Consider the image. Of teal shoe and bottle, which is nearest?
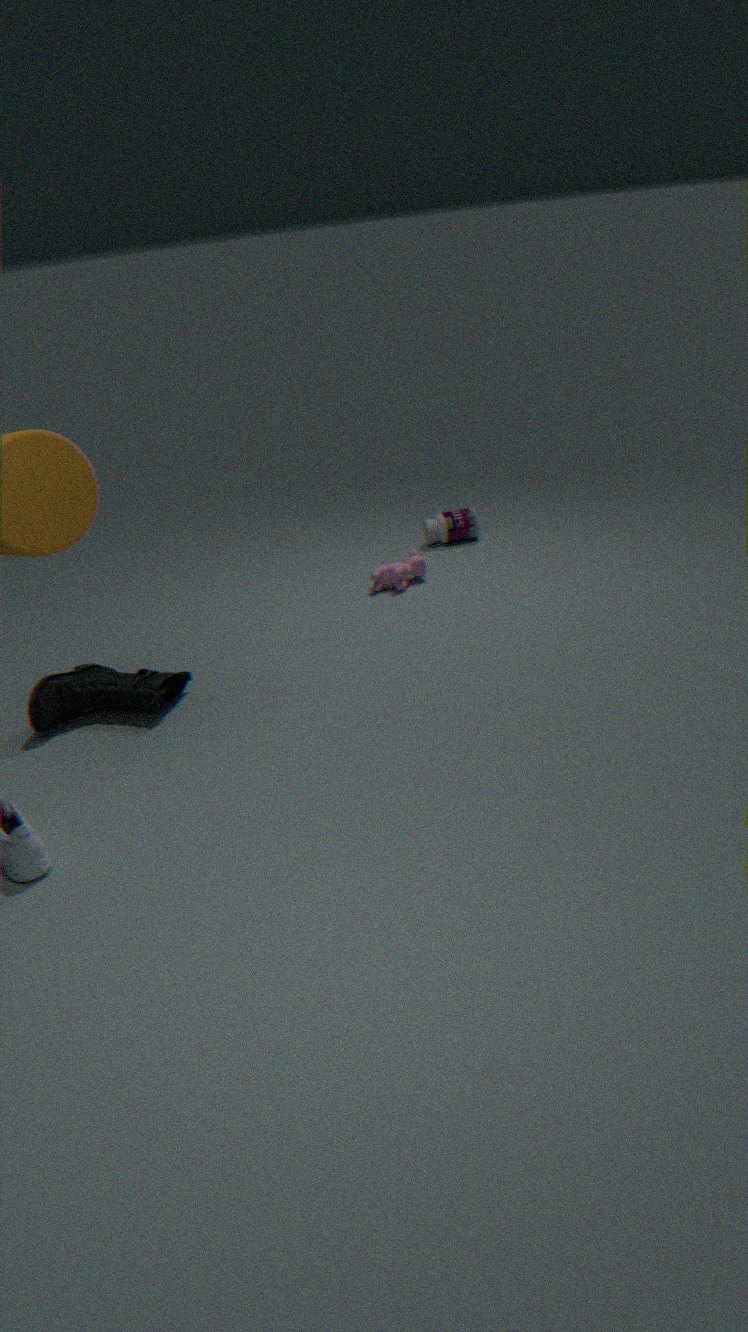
teal shoe
